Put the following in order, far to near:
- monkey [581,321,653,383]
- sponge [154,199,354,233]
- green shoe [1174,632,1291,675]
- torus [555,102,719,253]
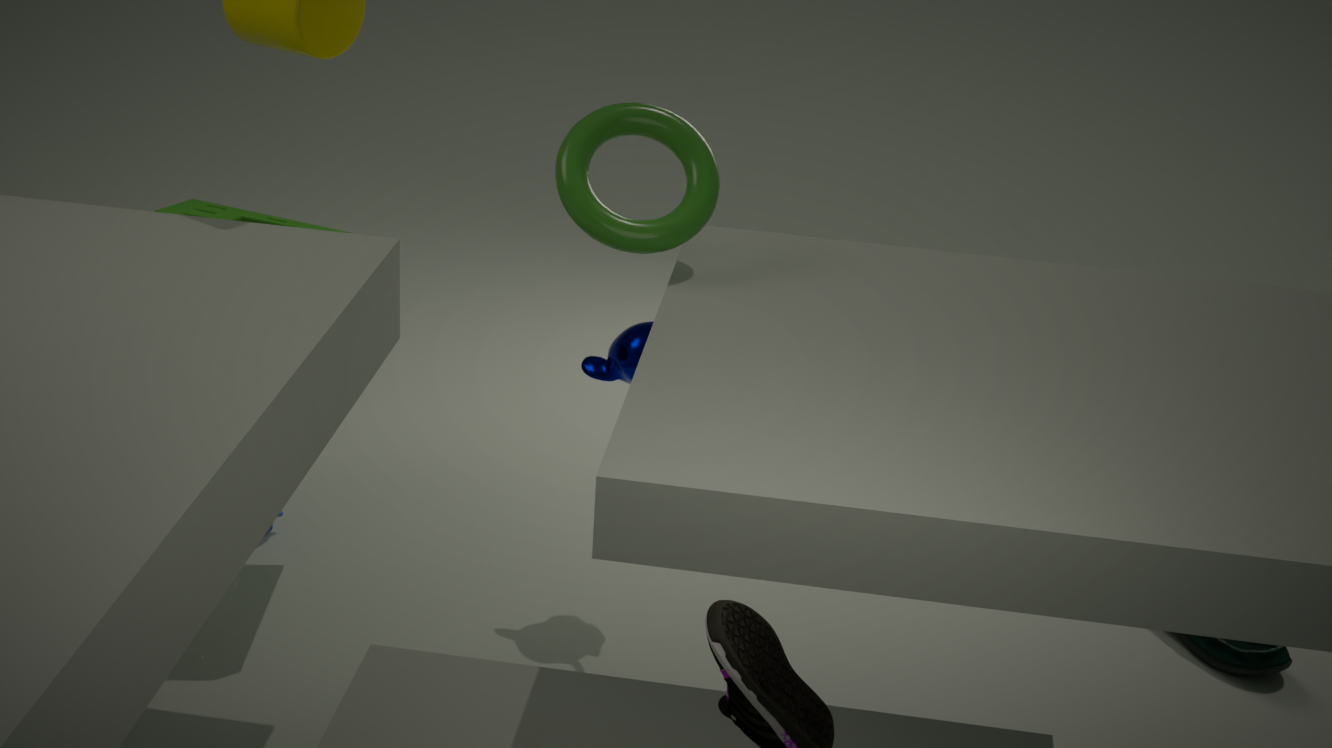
green shoe [1174,632,1291,675], monkey [581,321,653,383], sponge [154,199,354,233], torus [555,102,719,253]
